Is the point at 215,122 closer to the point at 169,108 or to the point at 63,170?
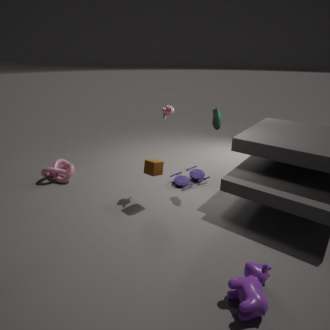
the point at 169,108
